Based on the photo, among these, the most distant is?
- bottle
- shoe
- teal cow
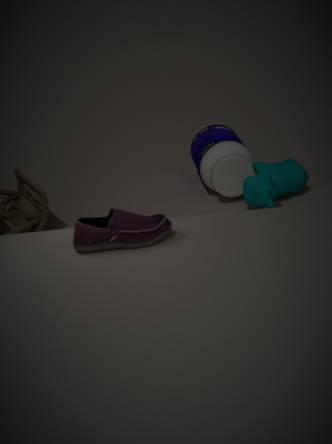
bottle
